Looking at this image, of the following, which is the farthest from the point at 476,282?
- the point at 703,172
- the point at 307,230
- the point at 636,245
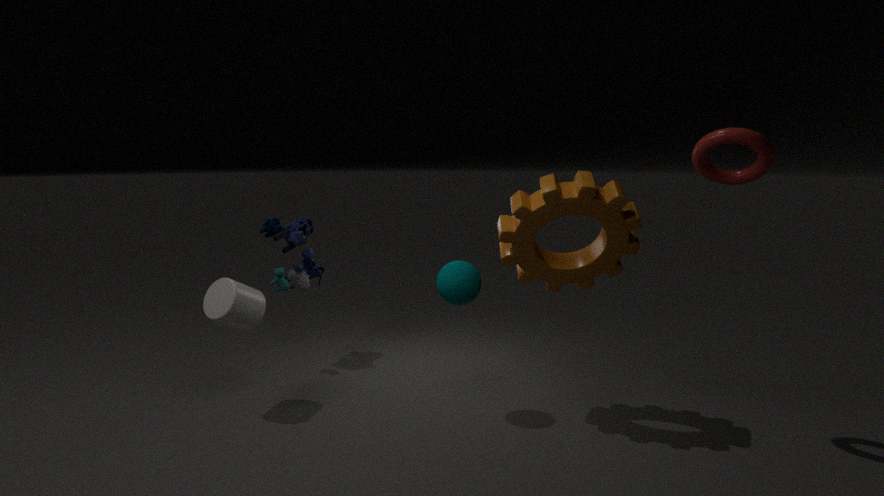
the point at 703,172
